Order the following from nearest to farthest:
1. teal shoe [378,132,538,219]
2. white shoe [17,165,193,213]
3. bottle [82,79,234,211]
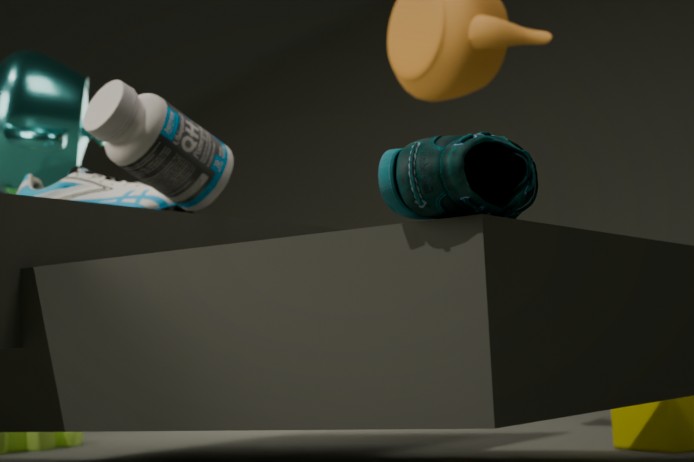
teal shoe [378,132,538,219] < bottle [82,79,234,211] < white shoe [17,165,193,213]
